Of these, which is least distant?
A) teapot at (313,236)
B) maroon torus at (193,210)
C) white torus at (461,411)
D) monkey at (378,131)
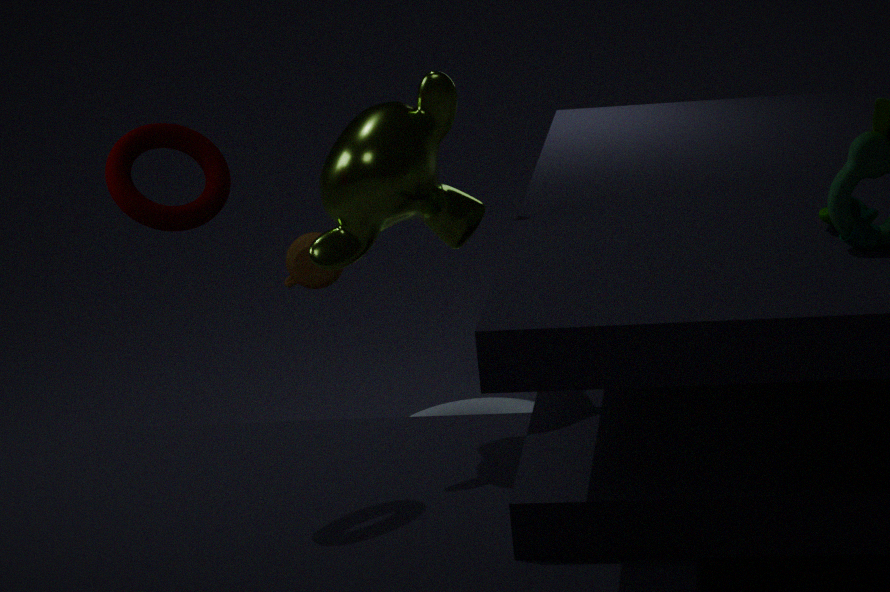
maroon torus at (193,210)
